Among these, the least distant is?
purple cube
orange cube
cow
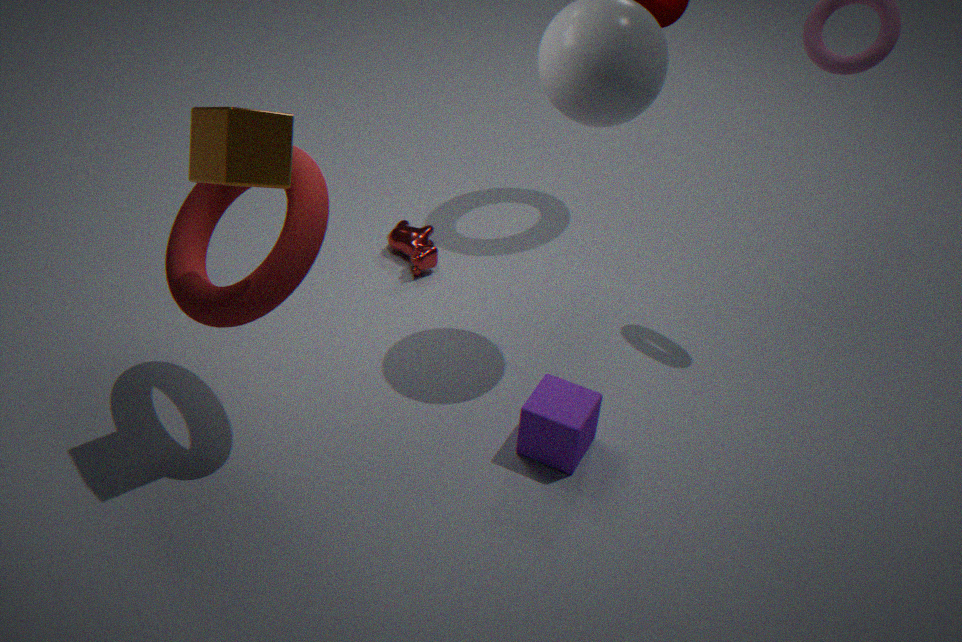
orange cube
